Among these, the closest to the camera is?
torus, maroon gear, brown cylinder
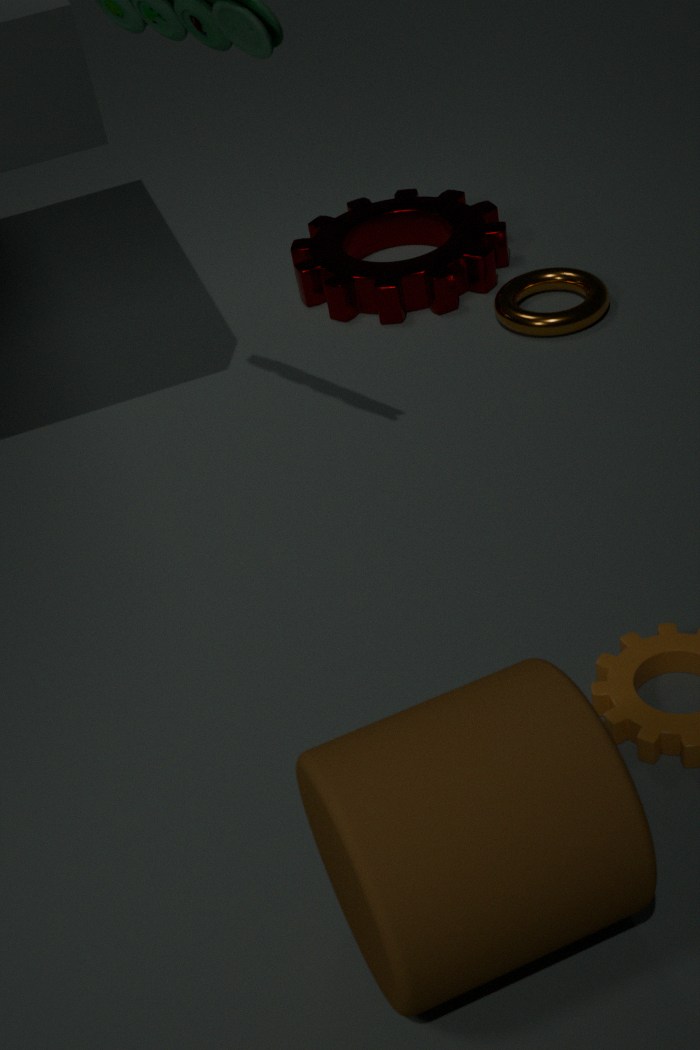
brown cylinder
